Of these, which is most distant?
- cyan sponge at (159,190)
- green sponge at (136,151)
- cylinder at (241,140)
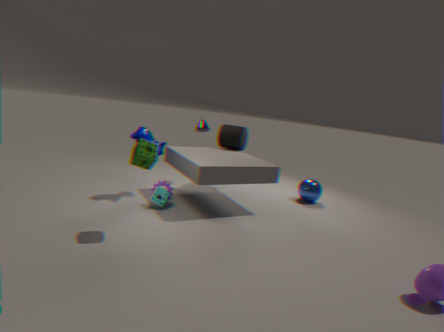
cylinder at (241,140)
